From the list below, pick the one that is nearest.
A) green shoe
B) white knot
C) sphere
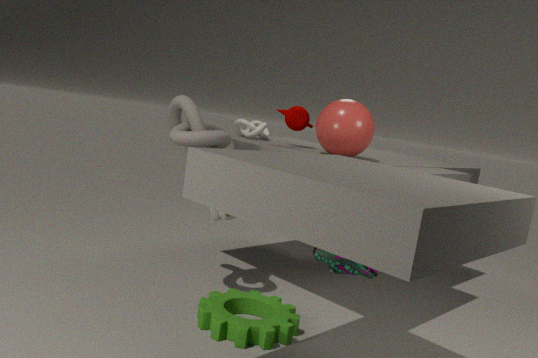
green shoe
